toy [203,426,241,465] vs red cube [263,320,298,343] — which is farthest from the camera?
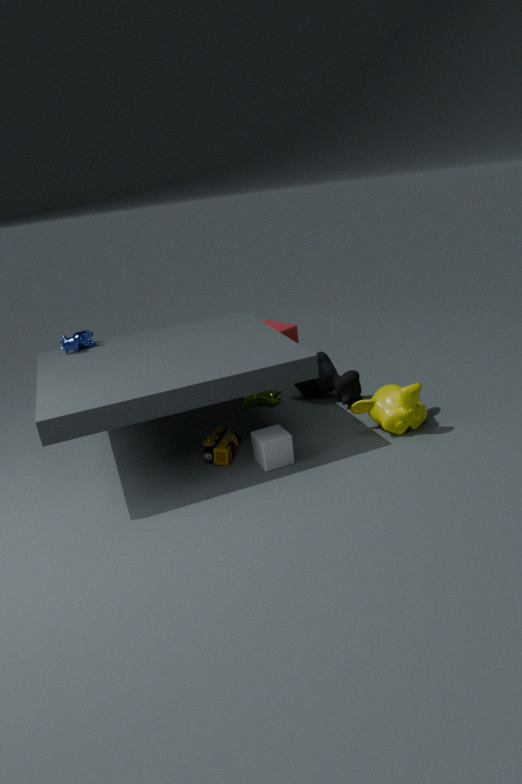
red cube [263,320,298,343]
